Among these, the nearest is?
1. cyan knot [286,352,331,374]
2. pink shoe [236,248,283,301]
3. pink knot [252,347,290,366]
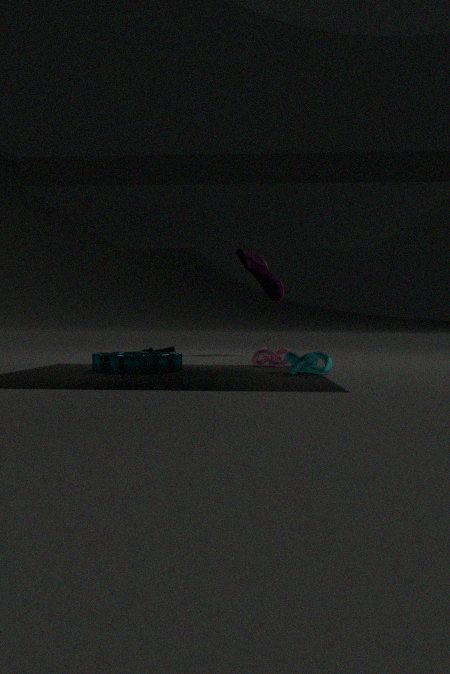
cyan knot [286,352,331,374]
